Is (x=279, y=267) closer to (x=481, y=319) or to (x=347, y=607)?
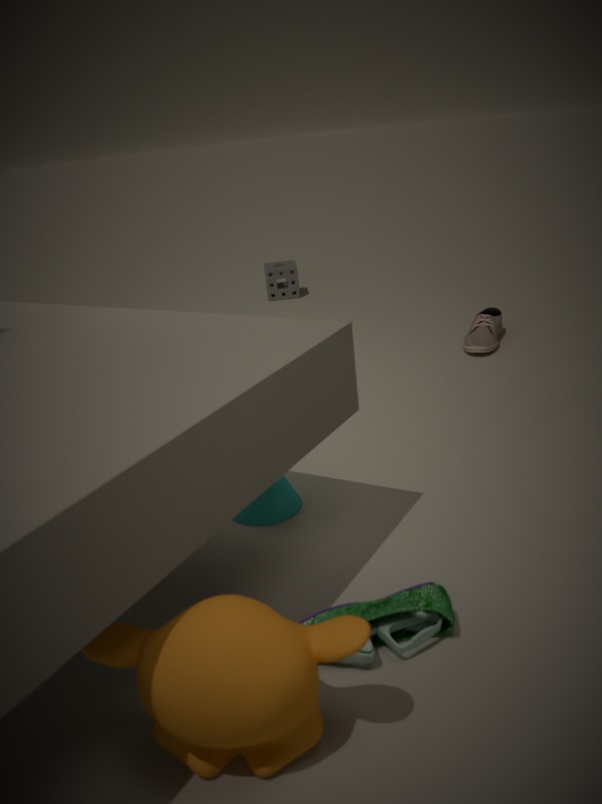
(x=481, y=319)
